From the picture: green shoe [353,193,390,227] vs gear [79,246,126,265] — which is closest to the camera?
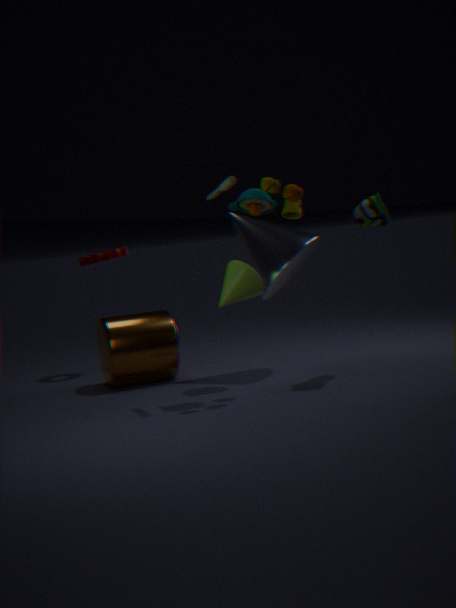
green shoe [353,193,390,227]
